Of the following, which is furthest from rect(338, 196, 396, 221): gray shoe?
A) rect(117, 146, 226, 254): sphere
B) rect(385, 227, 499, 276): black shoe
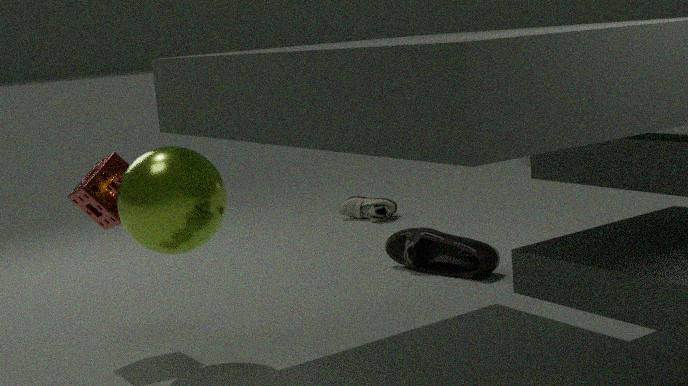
rect(117, 146, 226, 254): sphere
